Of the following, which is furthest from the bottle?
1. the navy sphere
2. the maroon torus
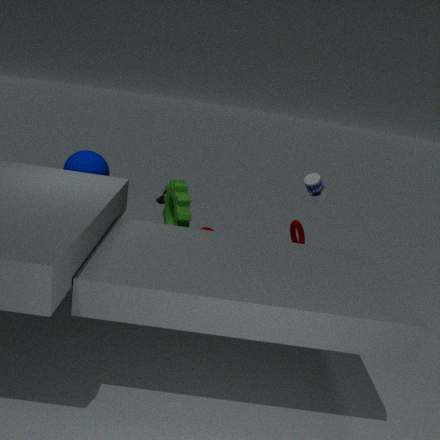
the navy sphere
